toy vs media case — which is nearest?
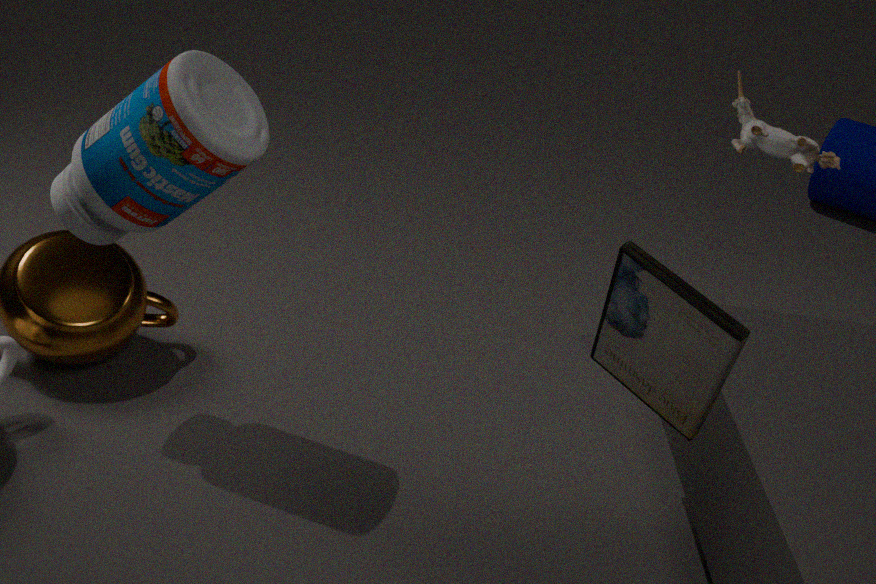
media case
